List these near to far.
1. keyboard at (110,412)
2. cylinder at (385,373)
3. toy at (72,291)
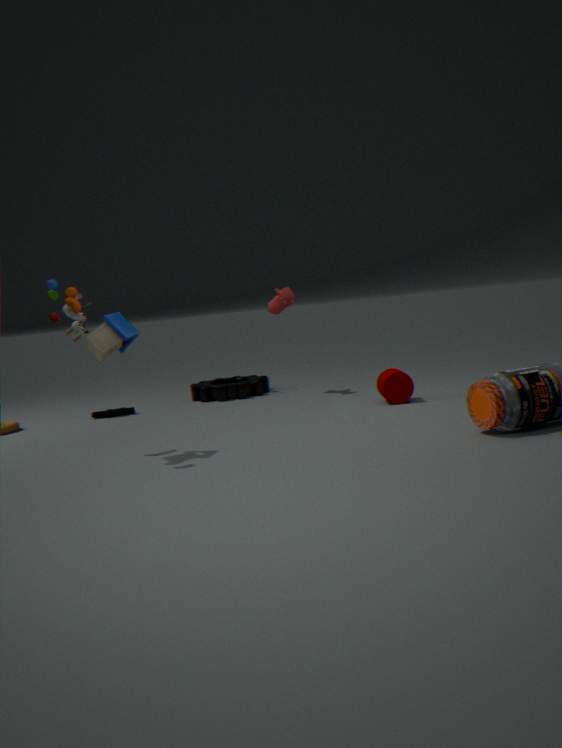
1. toy at (72,291)
2. cylinder at (385,373)
3. keyboard at (110,412)
